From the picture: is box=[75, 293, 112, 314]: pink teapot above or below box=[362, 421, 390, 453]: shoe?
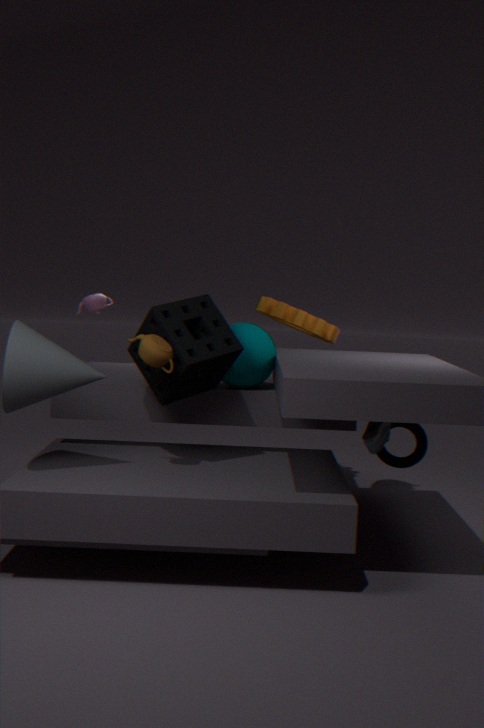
above
